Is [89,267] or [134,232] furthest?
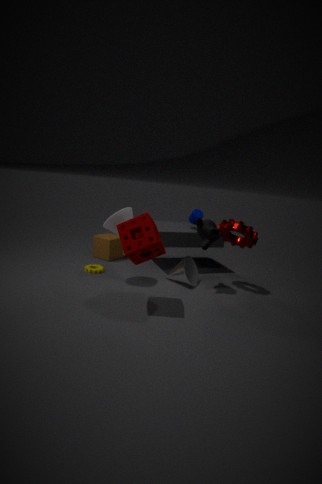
[89,267]
